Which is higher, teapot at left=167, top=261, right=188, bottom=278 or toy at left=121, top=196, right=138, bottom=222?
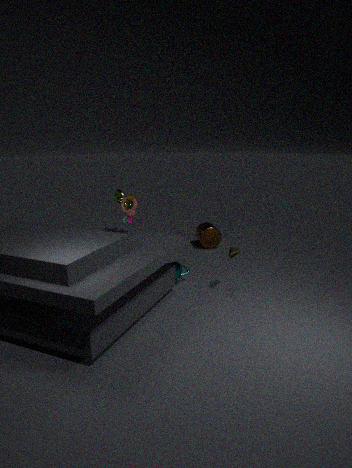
toy at left=121, top=196, right=138, bottom=222
